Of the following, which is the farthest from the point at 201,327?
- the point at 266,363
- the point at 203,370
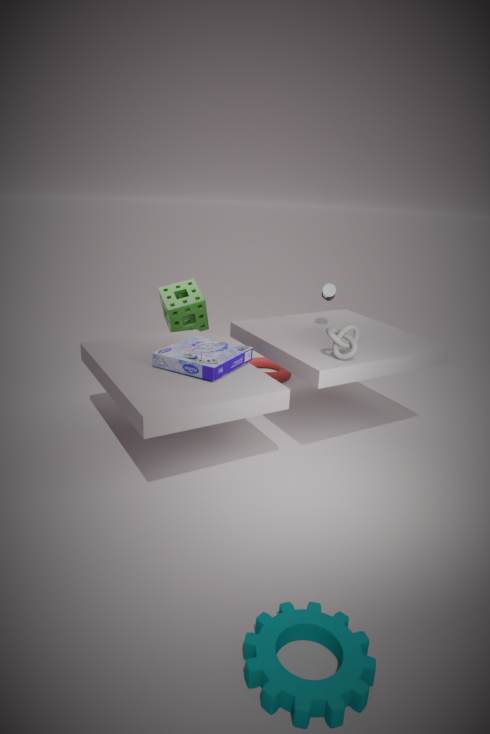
the point at 203,370
